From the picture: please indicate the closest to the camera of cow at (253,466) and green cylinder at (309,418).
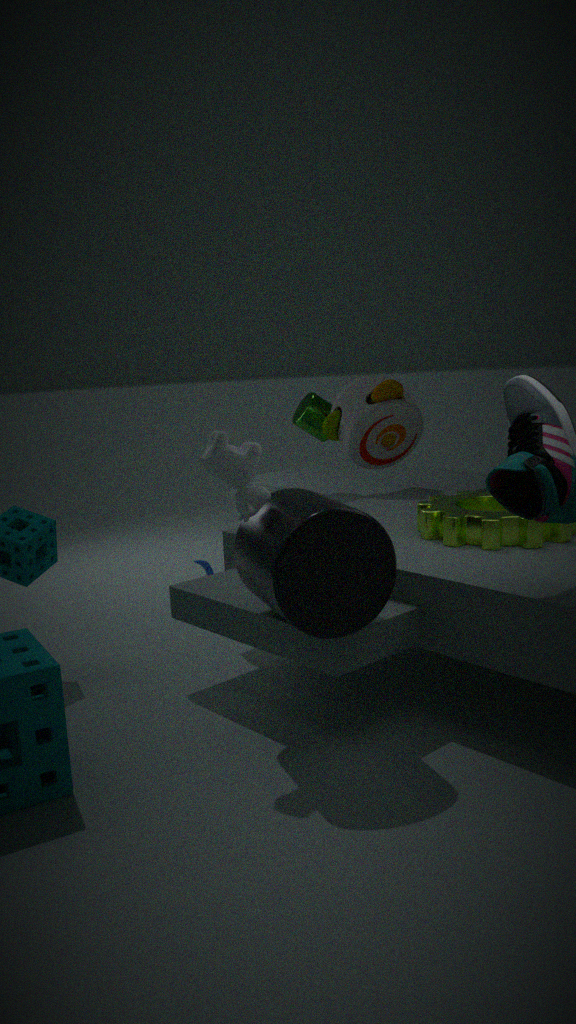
cow at (253,466)
